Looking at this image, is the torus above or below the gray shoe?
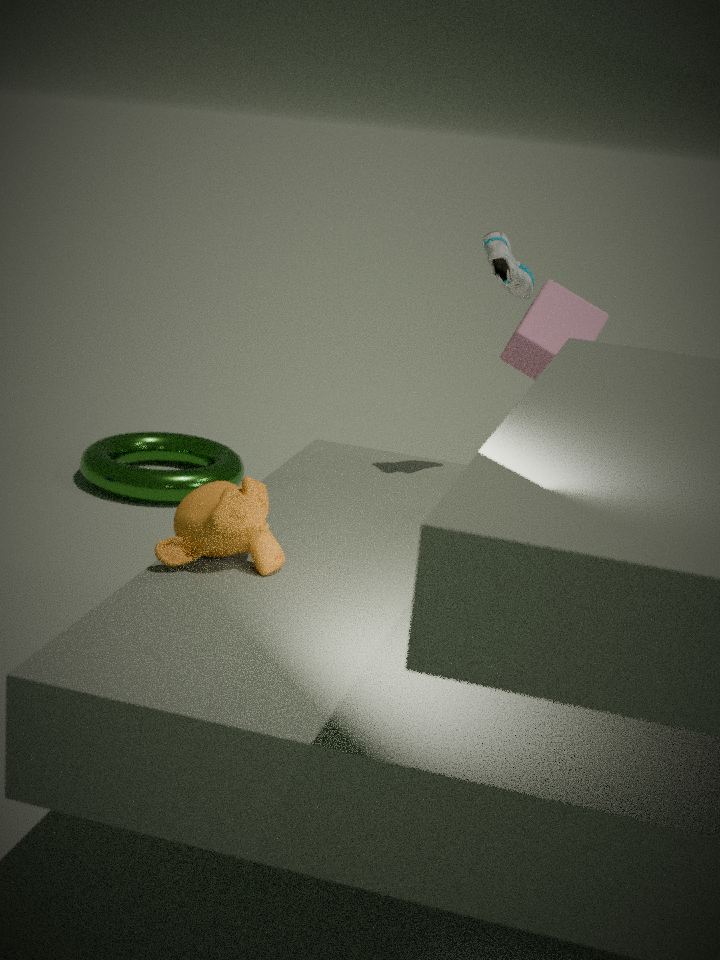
below
